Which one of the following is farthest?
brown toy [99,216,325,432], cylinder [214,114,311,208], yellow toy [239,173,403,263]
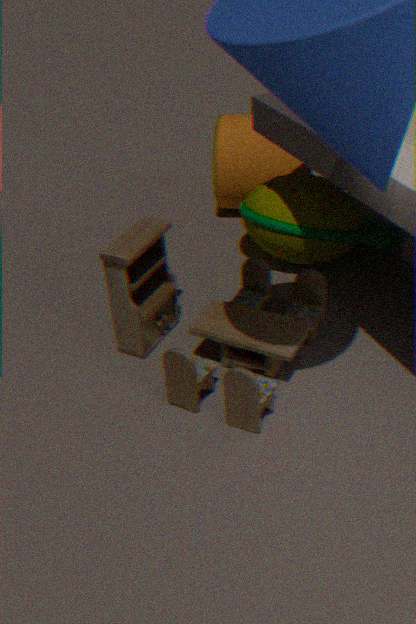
cylinder [214,114,311,208]
